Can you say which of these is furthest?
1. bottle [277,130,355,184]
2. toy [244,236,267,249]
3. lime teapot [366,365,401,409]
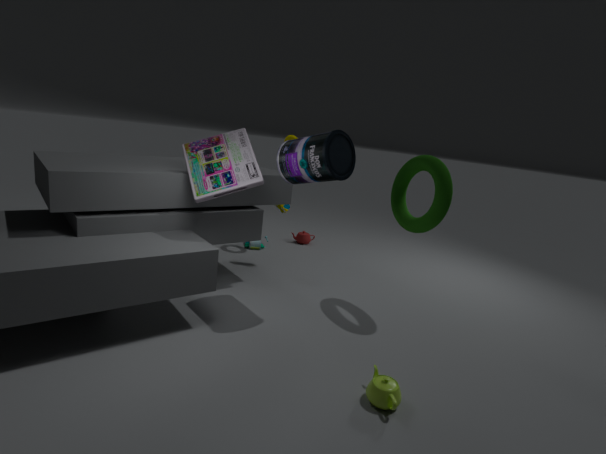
toy [244,236,267,249]
